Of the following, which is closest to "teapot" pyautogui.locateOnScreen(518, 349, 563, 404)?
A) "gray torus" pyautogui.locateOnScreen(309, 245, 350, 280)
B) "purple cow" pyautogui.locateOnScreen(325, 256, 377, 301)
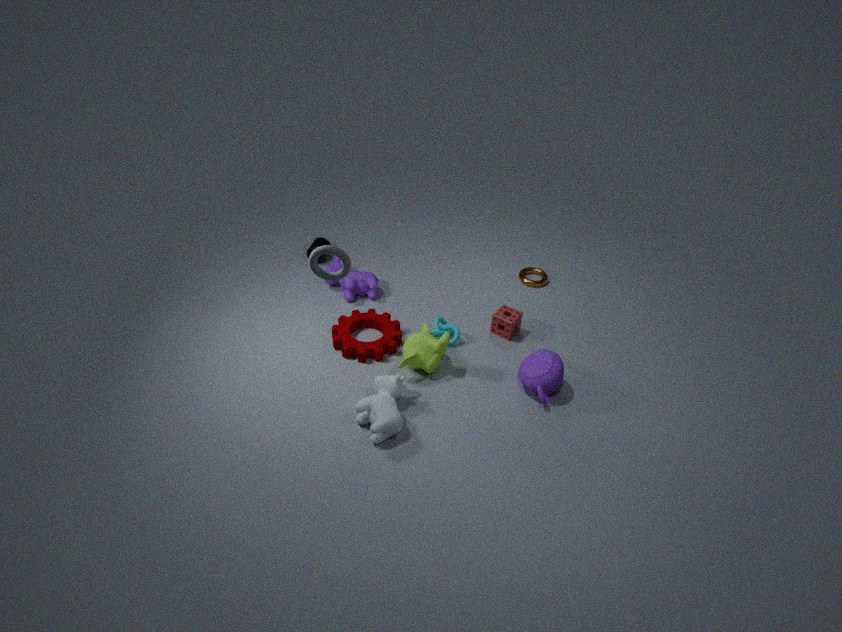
"purple cow" pyautogui.locateOnScreen(325, 256, 377, 301)
